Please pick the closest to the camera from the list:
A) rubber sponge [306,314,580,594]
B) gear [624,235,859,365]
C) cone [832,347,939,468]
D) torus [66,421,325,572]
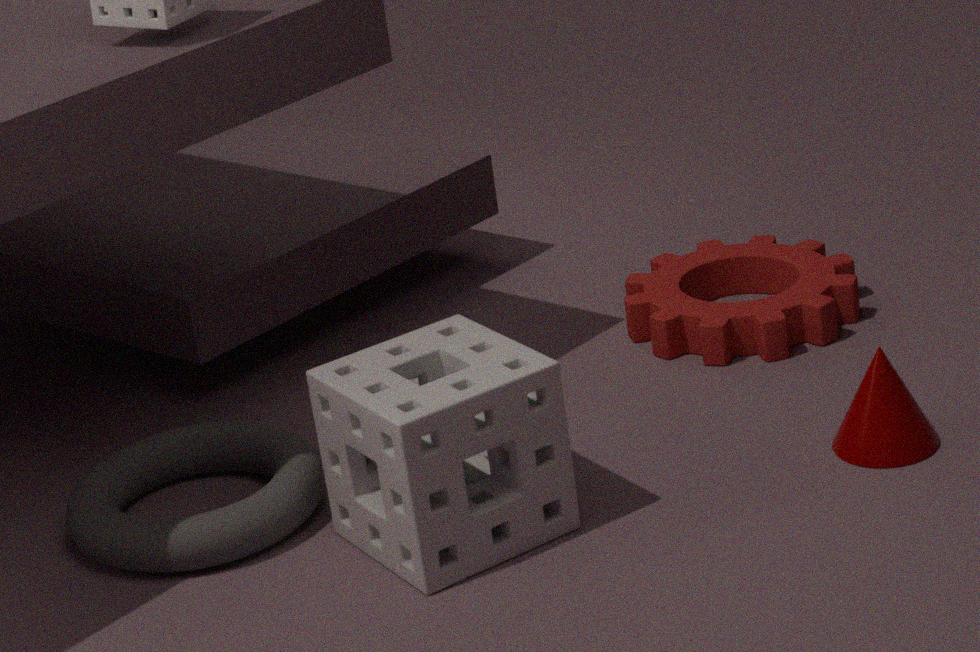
rubber sponge [306,314,580,594]
